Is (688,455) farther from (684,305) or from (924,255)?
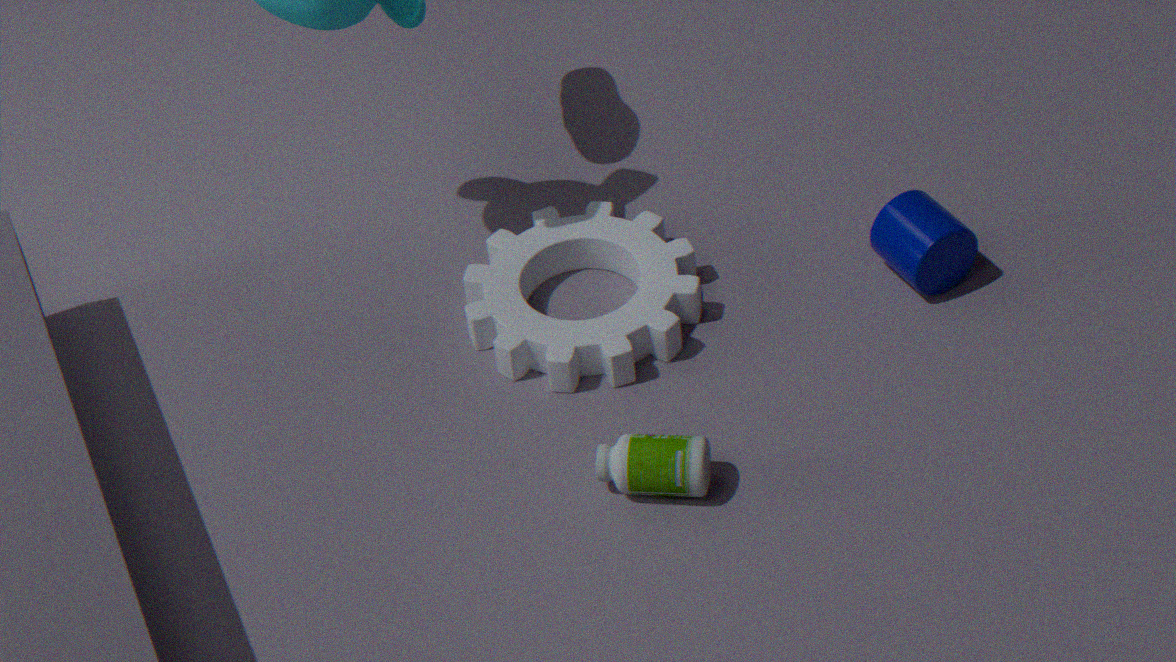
(924,255)
